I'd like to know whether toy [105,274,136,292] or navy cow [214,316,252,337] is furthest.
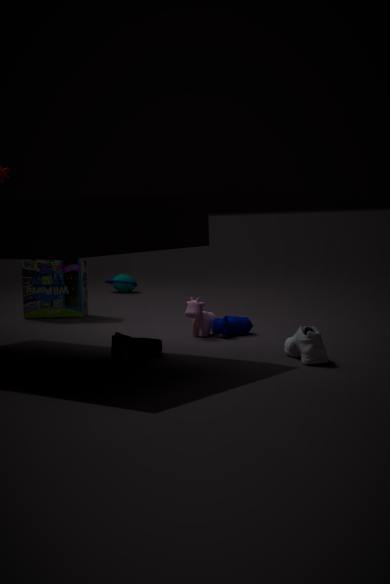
toy [105,274,136,292]
